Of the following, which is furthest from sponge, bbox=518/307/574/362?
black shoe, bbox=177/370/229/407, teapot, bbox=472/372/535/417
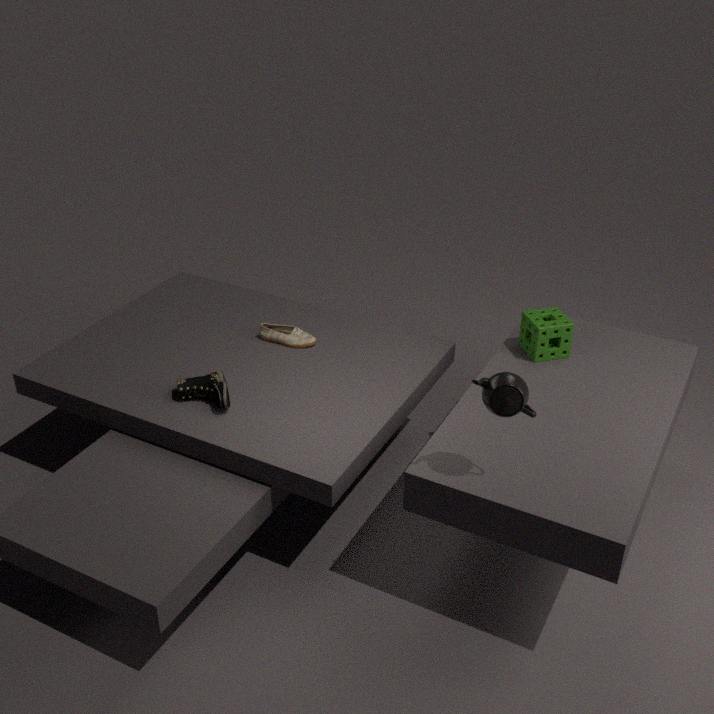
black shoe, bbox=177/370/229/407
